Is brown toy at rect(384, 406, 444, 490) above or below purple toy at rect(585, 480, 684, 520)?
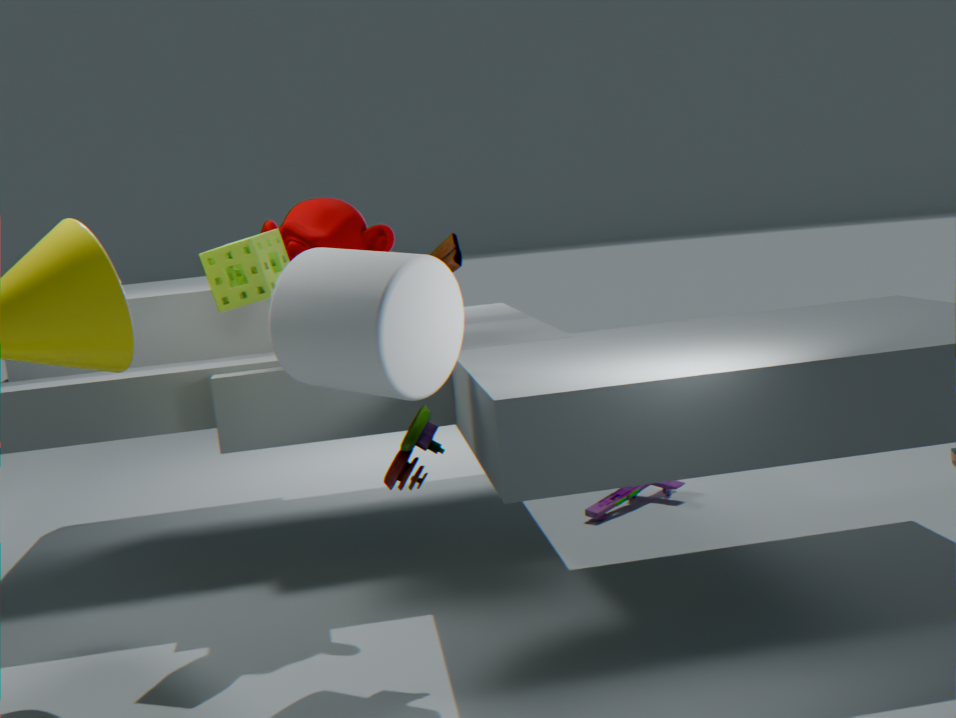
above
